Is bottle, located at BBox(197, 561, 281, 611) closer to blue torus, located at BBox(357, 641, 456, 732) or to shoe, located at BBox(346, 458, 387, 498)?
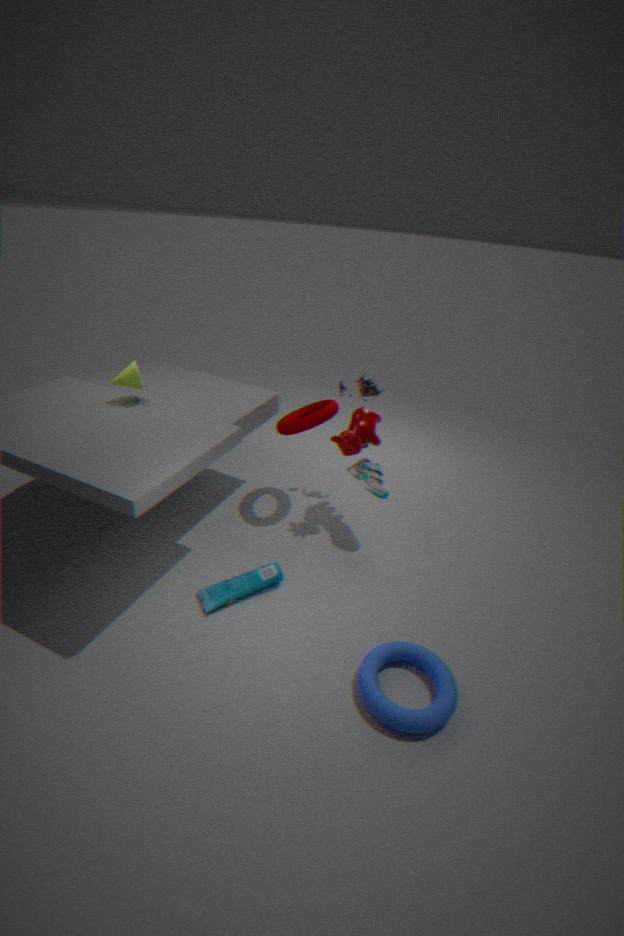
blue torus, located at BBox(357, 641, 456, 732)
